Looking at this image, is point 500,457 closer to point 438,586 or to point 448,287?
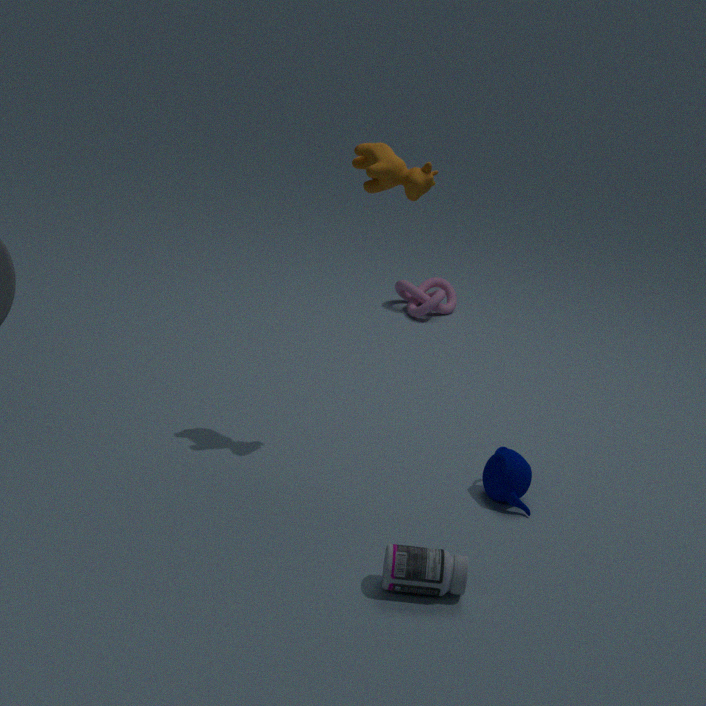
point 438,586
